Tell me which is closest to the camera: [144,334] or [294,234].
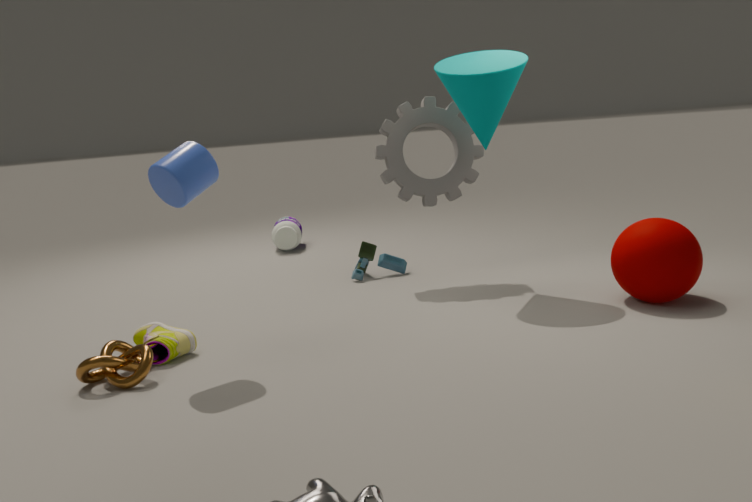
[144,334]
